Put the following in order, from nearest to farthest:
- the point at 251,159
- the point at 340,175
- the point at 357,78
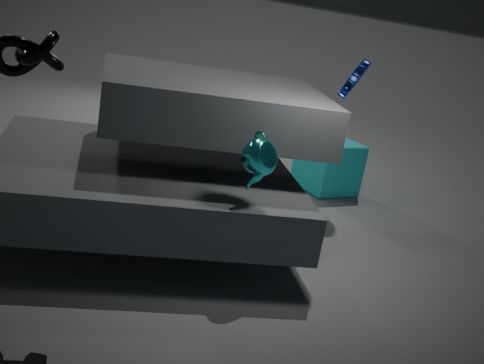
the point at 251,159
the point at 357,78
the point at 340,175
